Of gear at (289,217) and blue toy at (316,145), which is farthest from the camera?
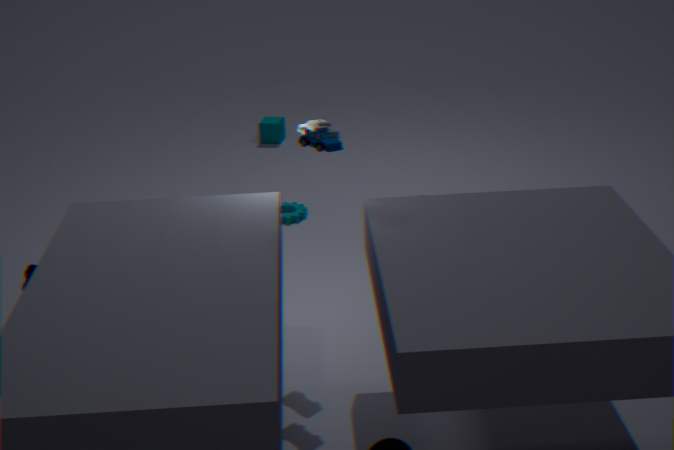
gear at (289,217)
